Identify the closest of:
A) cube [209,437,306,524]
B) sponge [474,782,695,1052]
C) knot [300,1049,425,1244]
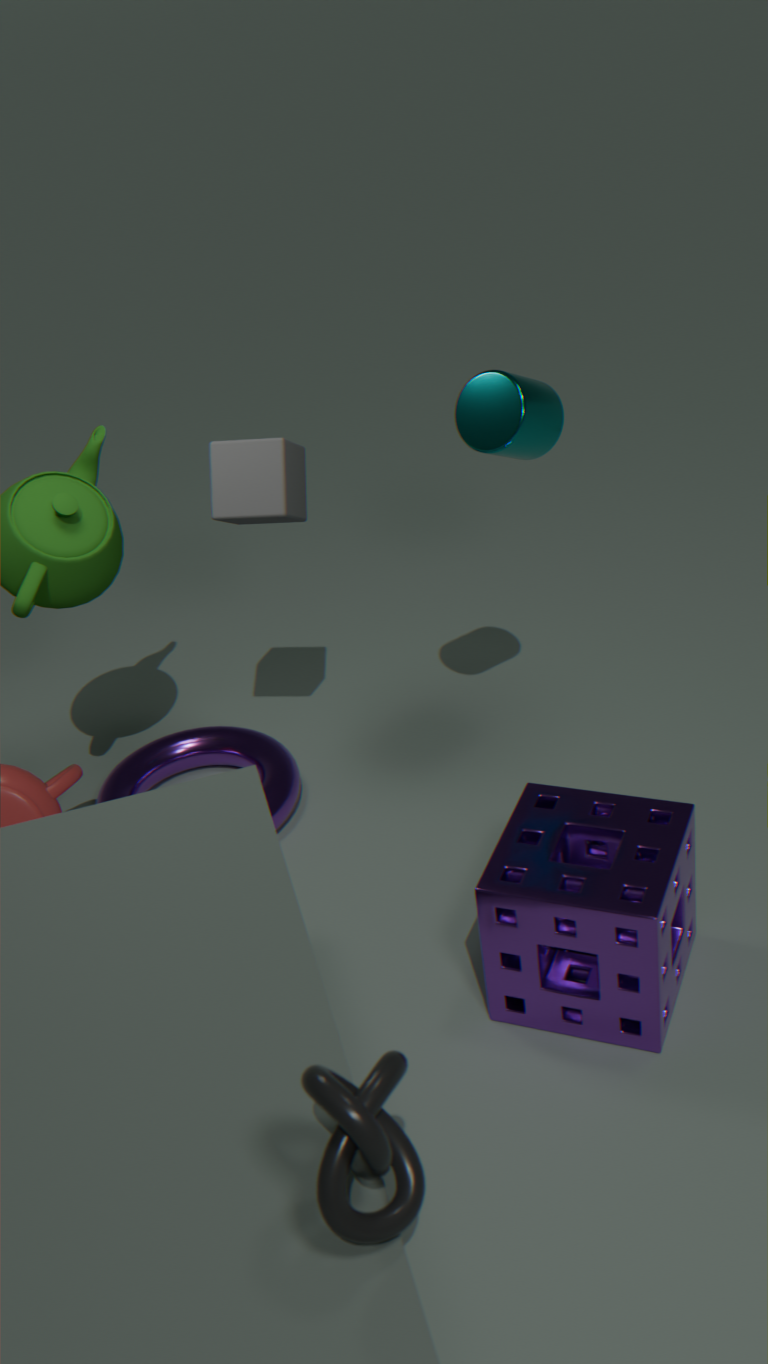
knot [300,1049,425,1244]
